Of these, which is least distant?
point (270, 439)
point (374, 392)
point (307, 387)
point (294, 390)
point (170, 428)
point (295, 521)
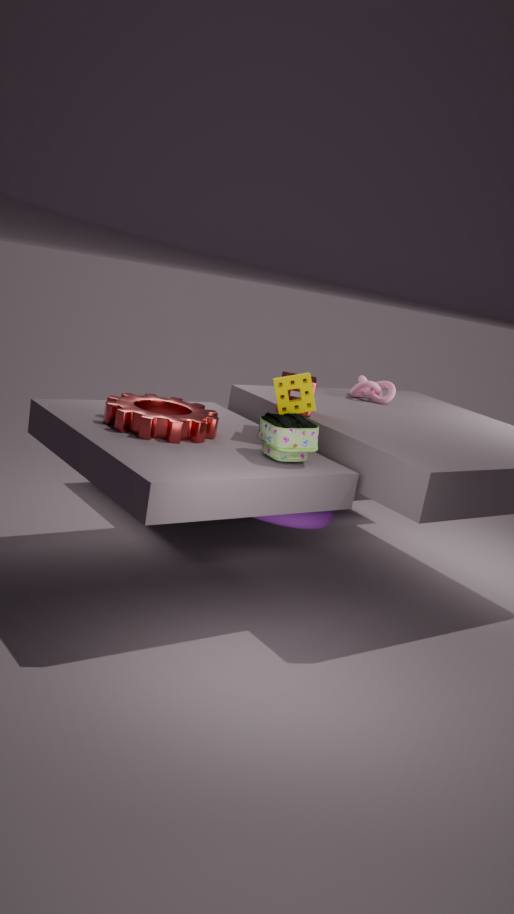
point (270, 439)
